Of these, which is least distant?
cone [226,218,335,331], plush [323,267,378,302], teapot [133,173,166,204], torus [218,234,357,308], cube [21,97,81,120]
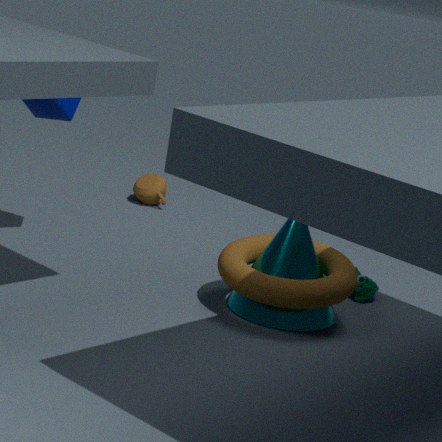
torus [218,234,357,308]
